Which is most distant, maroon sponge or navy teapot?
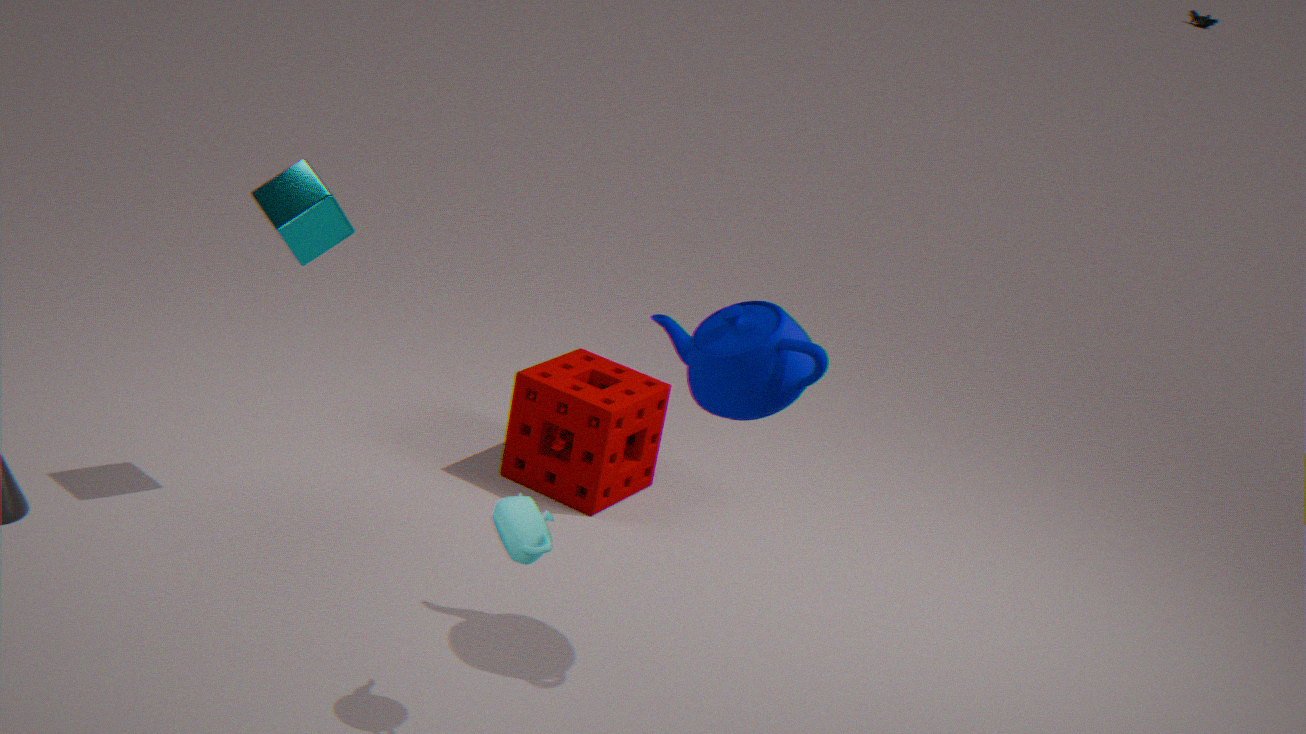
maroon sponge
